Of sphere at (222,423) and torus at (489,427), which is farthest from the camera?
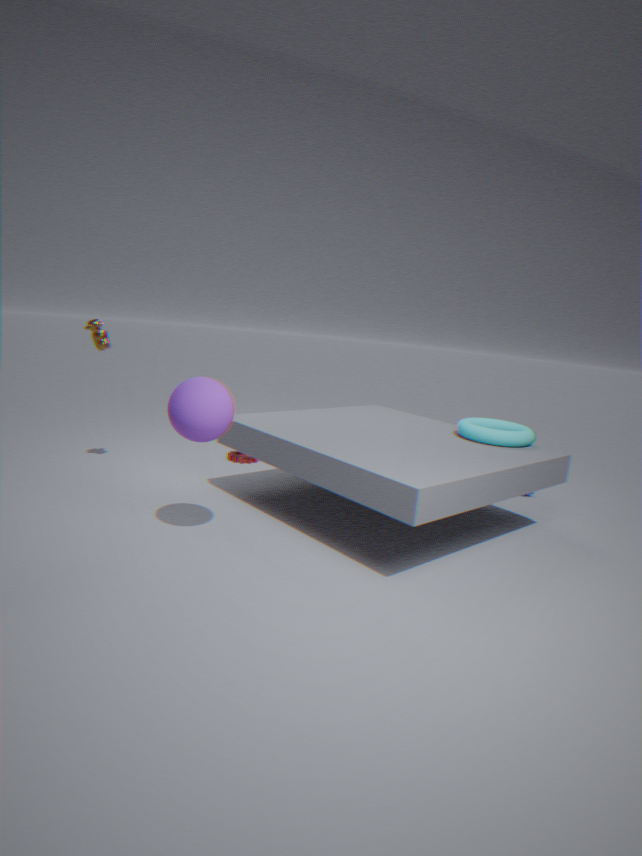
torus at (489,427)
